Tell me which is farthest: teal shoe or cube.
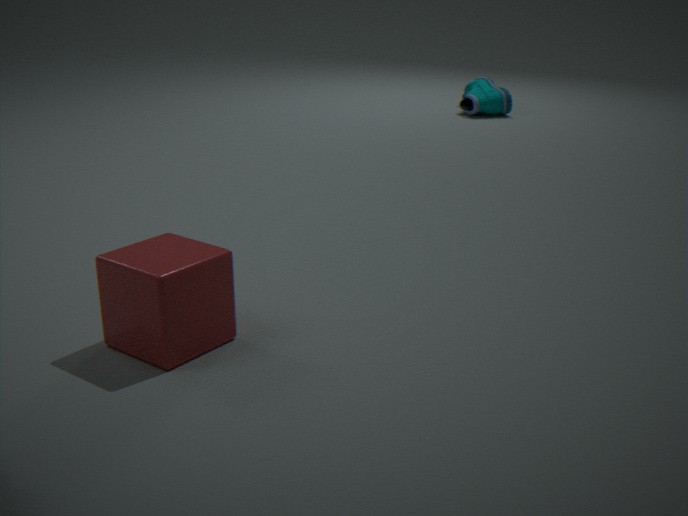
teal shoe
